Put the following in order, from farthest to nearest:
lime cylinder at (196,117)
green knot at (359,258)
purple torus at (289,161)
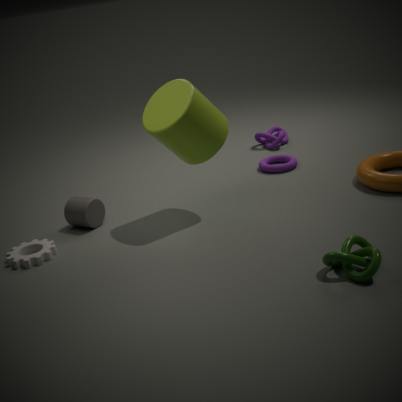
purple torus at (289,161) → lime cylinder at (196,117) → green knot at (359,258)
